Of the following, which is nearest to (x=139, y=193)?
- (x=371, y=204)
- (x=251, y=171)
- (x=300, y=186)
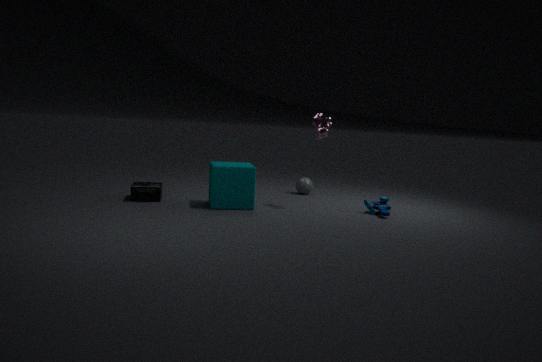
(x=251, y=171)
